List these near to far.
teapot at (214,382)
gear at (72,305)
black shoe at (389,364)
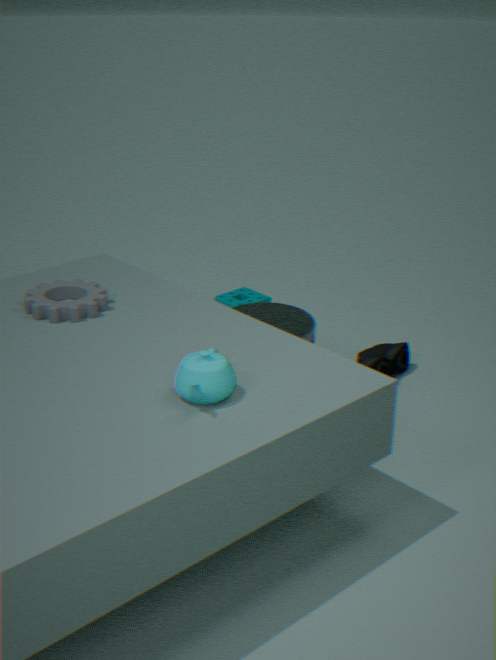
teapot at (214,382), gear at (72,305), black shoe at (389,364)
